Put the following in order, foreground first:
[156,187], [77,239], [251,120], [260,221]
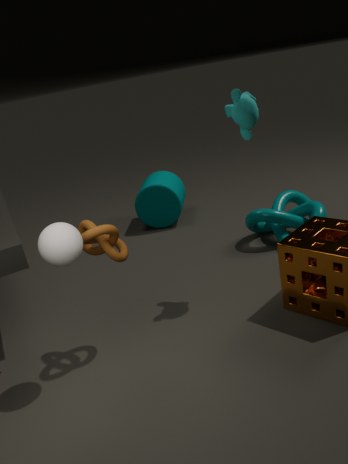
[77,239]
[251,120]
[260,221]
[156,187]
